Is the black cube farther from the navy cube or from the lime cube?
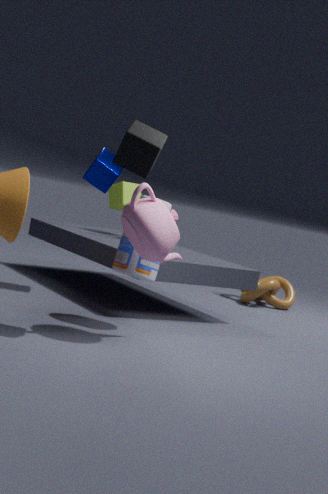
the lime cube
